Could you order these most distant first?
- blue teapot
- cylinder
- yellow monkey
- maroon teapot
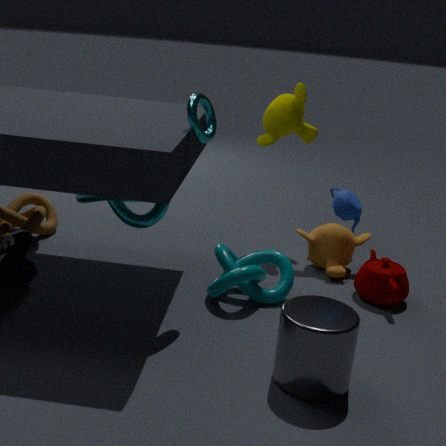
yellow monkey → maroon teapot → blue teapot → cylinder
